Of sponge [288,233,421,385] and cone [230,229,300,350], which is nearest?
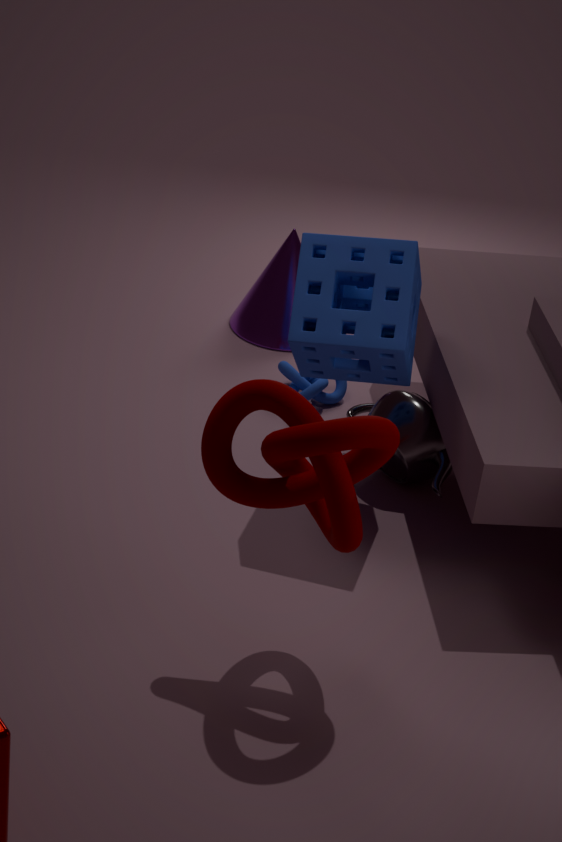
sponge [288,233,421,385]
